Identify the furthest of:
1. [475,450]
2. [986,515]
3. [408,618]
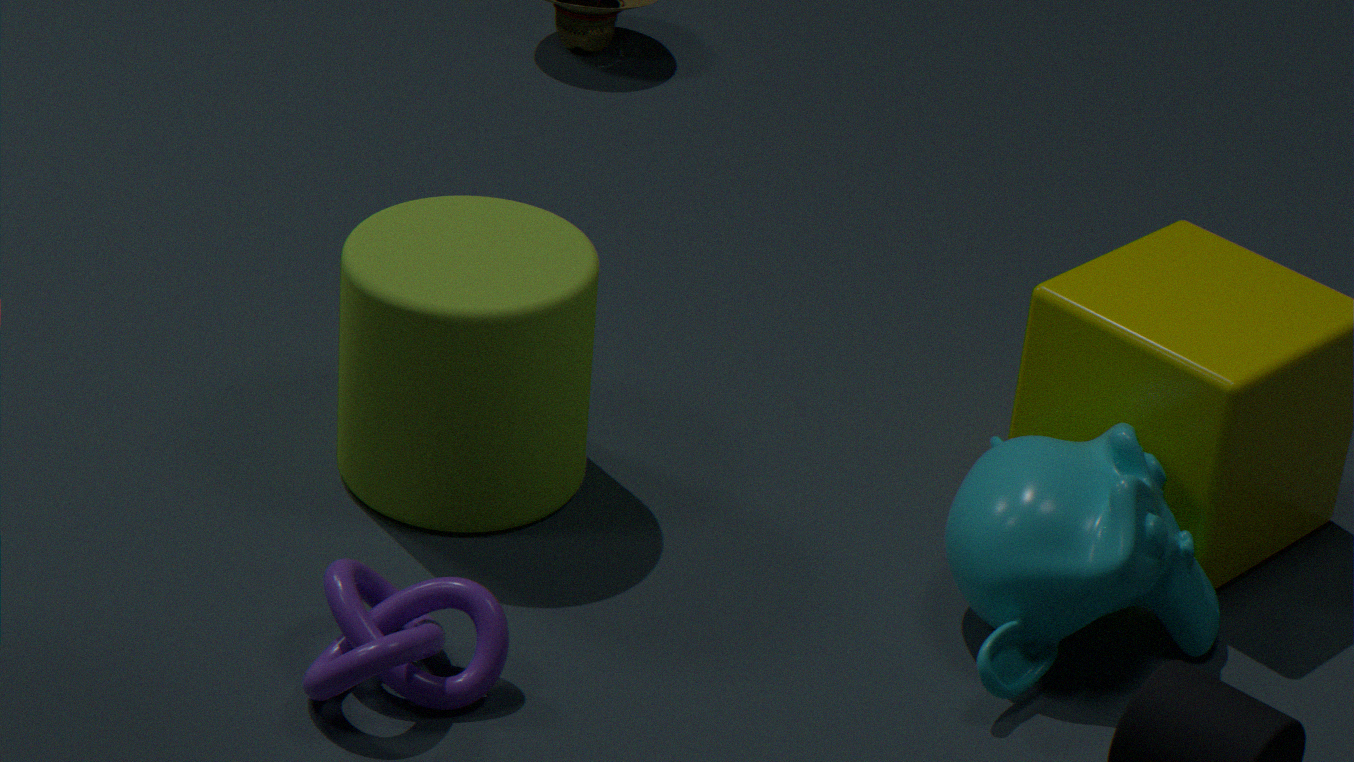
[475,450]
